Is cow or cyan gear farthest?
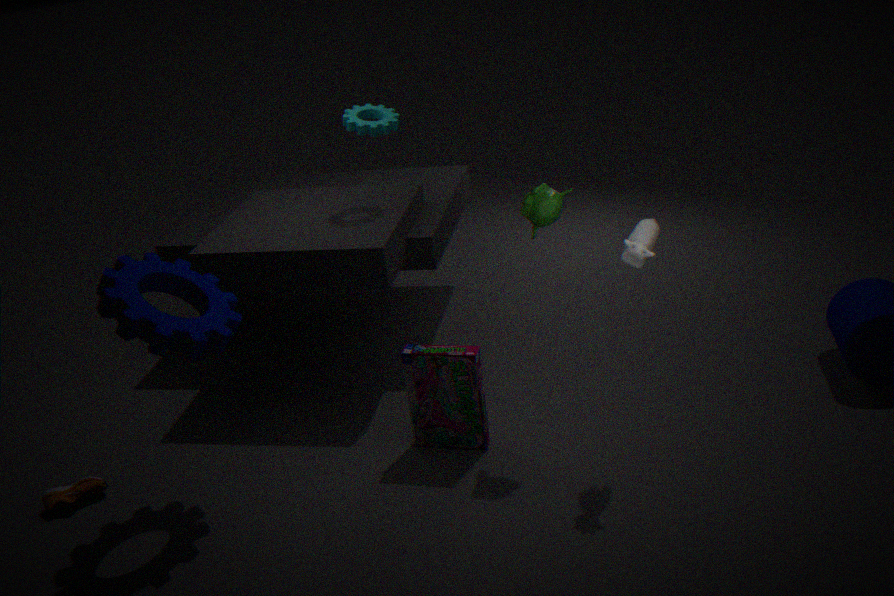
cyan gear
